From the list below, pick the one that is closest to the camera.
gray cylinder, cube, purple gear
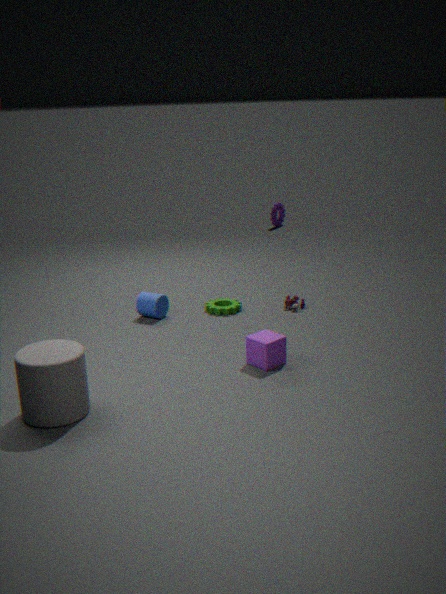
gray cylinder
